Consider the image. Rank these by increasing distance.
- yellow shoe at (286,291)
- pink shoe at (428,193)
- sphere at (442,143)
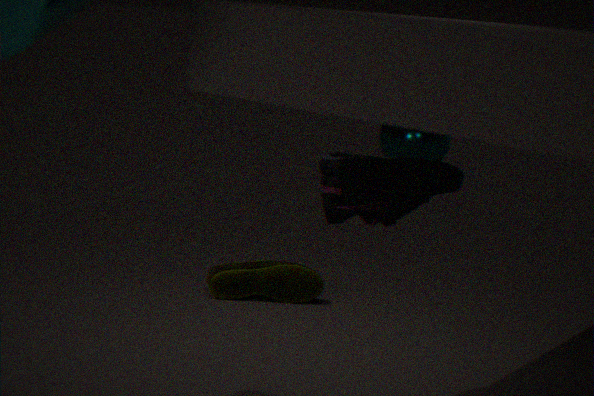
1. pink shoe at (428,193)
2. yellow shoe at (286,291)
3. sphere at (442,143)
